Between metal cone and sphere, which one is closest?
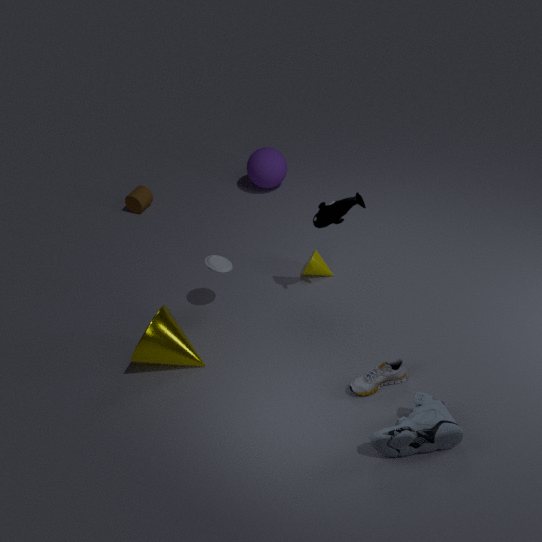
metal cone
